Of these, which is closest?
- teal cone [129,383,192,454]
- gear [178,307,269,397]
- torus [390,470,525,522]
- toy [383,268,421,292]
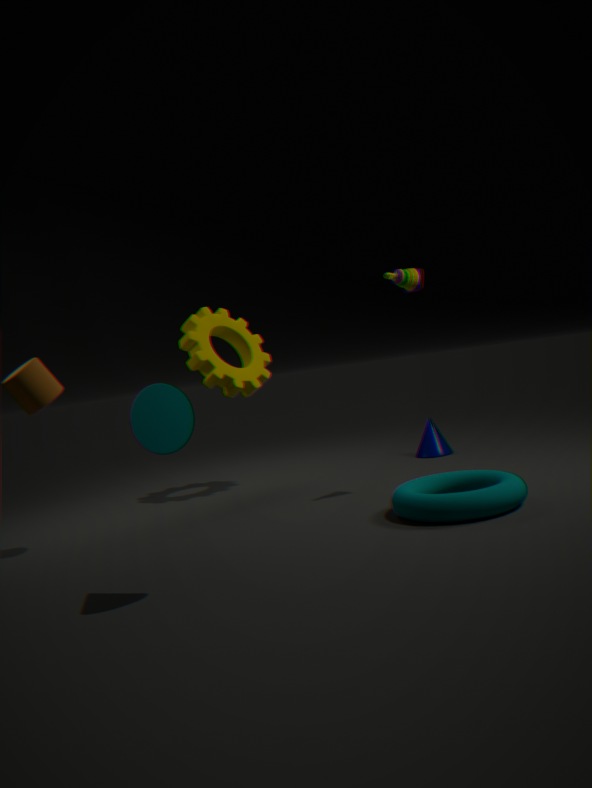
teal cone [129,383,192,454]
